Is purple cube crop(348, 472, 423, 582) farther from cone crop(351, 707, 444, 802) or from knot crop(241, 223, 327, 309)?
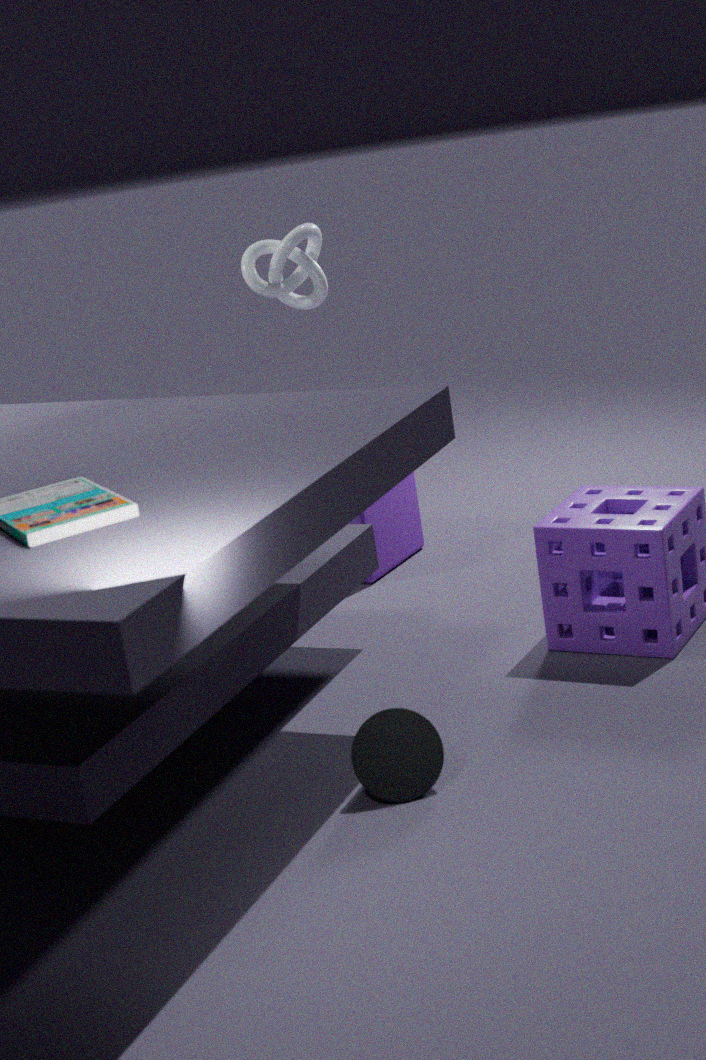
cone crop(351, 707, 444, 802)
